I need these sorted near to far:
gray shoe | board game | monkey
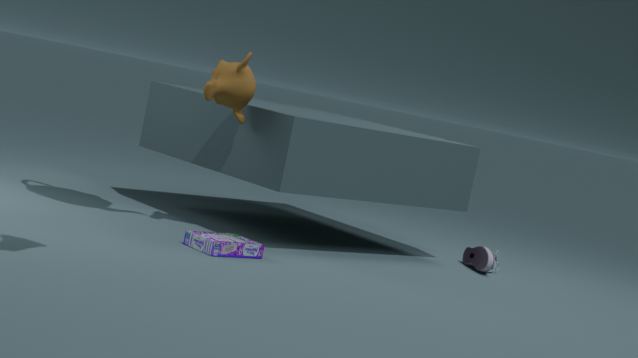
1. board game
2. monkey
3. gray shoe
